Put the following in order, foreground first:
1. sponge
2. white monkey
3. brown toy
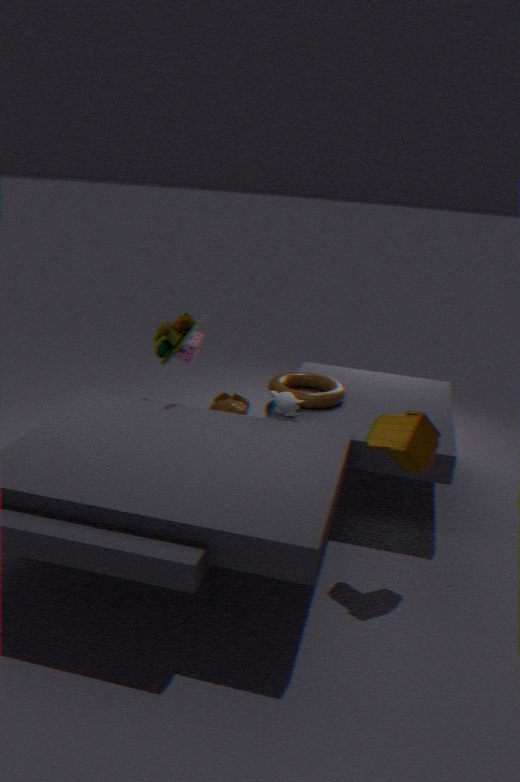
1. brown toy
2. white monkey
3. sponge
